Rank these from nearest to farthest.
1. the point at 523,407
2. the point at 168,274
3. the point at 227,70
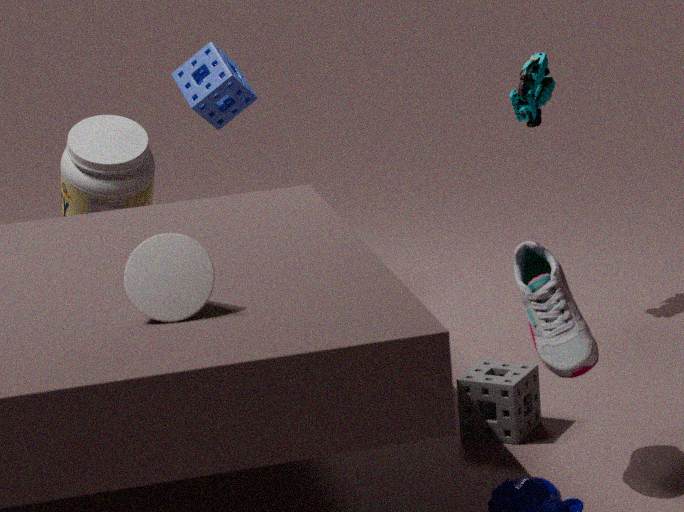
1. the point at 168,274
2. the point at 523,407
3. the point at 227,70
